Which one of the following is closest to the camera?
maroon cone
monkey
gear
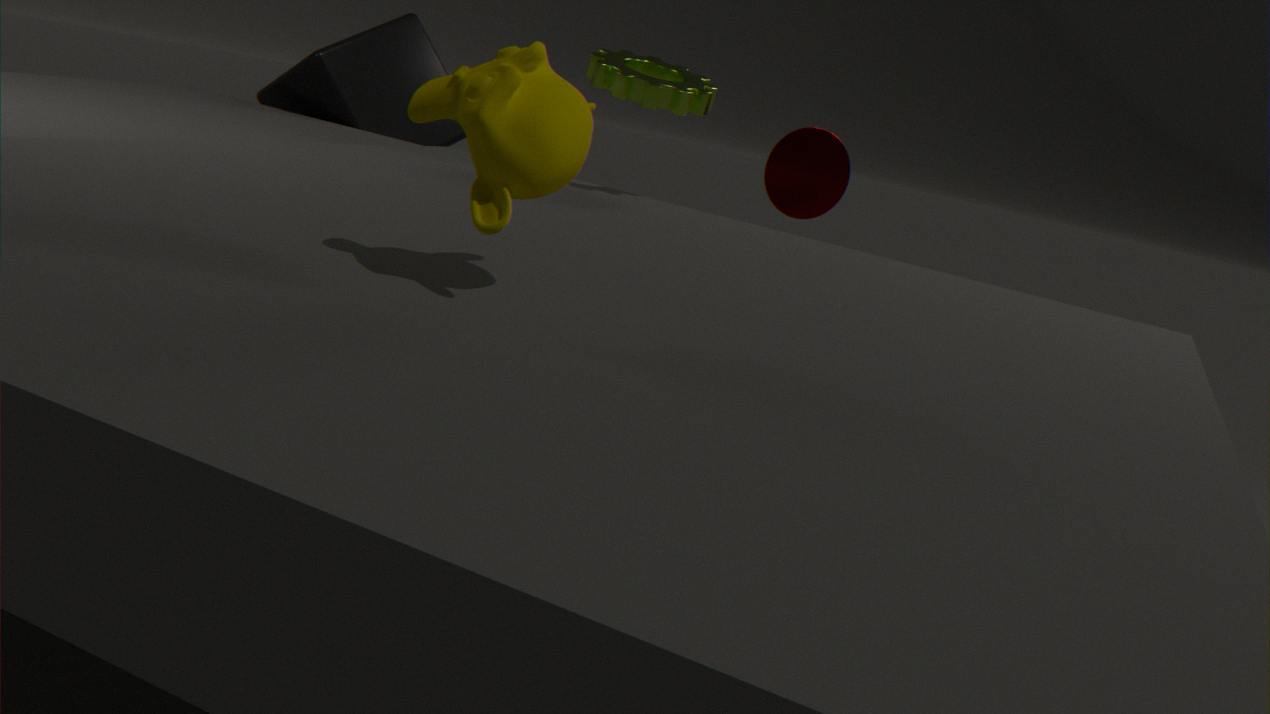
monkey
